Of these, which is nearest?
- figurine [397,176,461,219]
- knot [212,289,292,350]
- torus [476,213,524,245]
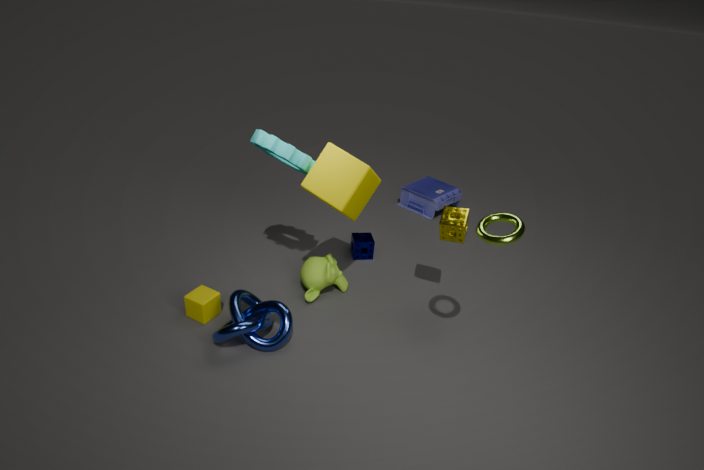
torus [476,213,524,245]
